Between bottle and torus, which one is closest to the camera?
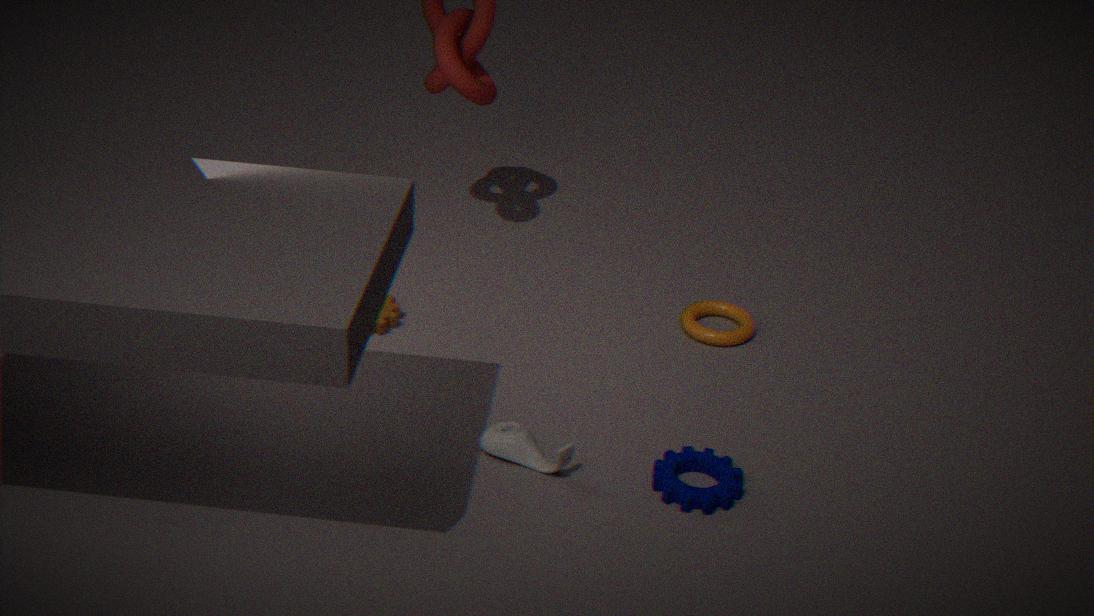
bottle
